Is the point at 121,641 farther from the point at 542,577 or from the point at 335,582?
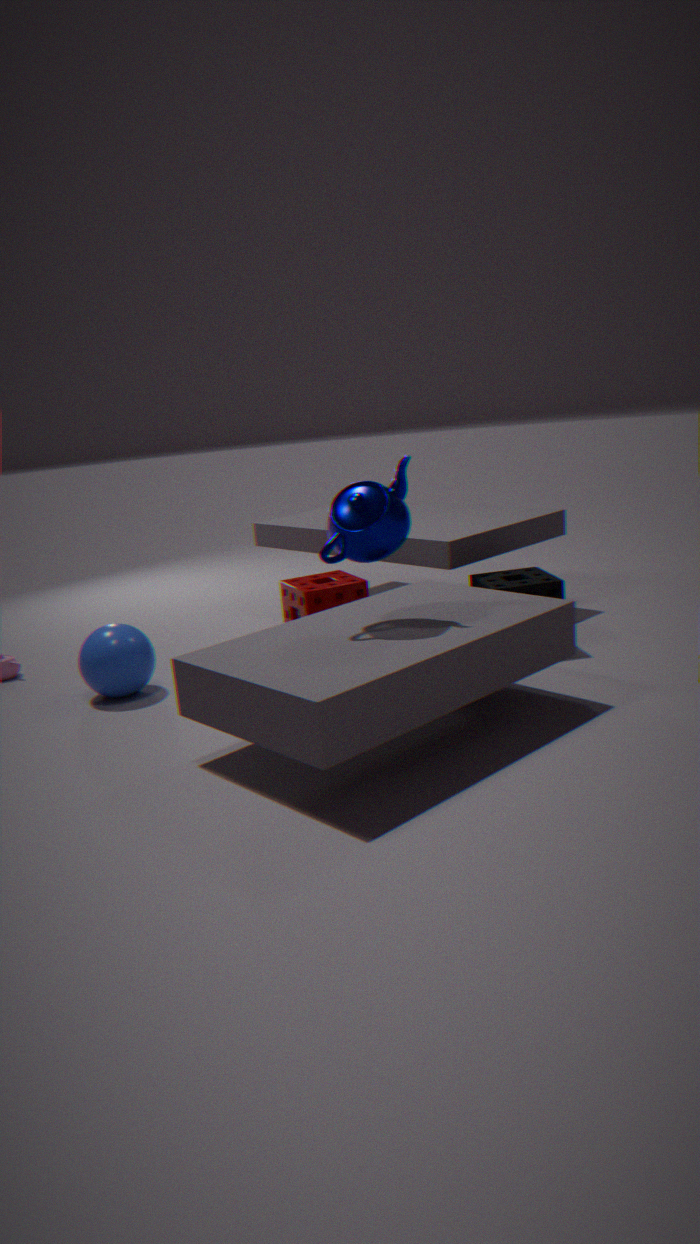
the point at 542,577
